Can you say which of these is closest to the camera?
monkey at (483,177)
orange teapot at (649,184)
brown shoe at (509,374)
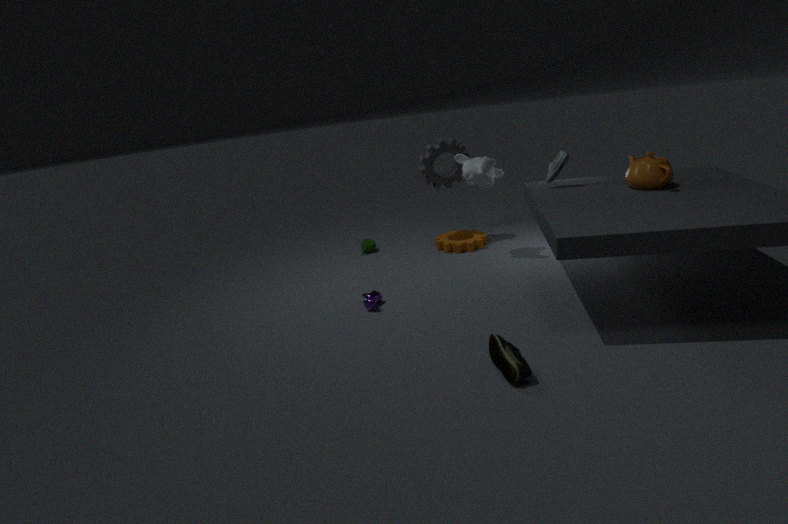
brown shoe at (509,374)
